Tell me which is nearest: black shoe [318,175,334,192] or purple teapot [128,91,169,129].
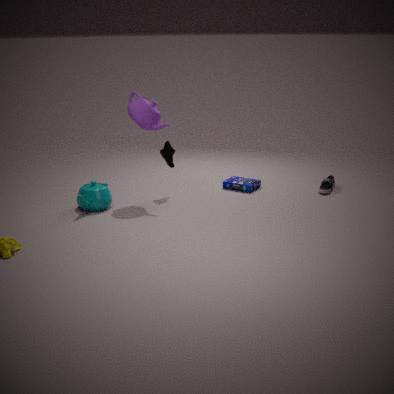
purple teapot [128,91,169,129]
